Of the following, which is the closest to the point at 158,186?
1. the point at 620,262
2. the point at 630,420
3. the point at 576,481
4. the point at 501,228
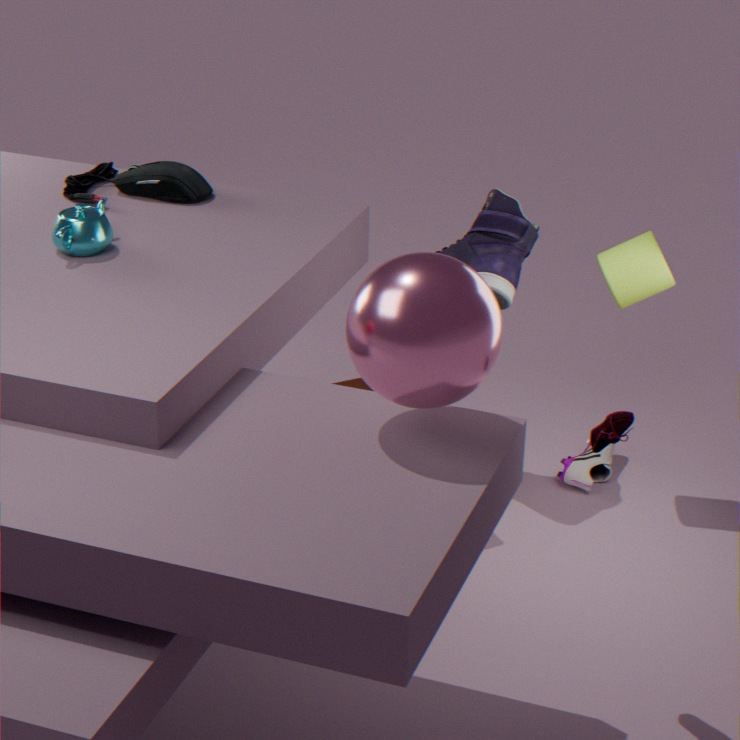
the point at 501,228
